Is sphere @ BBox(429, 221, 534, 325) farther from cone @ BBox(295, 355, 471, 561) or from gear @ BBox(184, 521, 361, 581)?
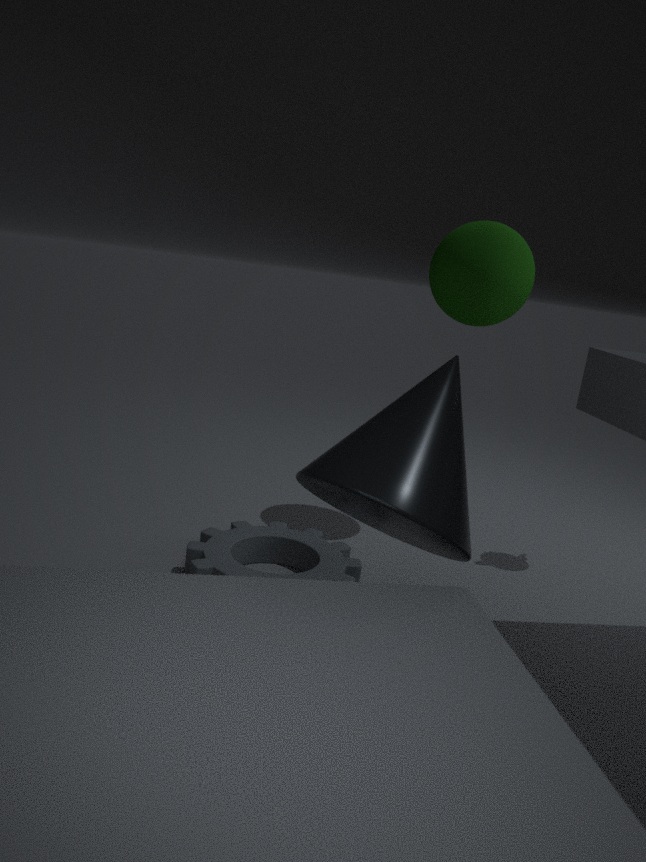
gear @ BBox(184, 521, 361, 581)
